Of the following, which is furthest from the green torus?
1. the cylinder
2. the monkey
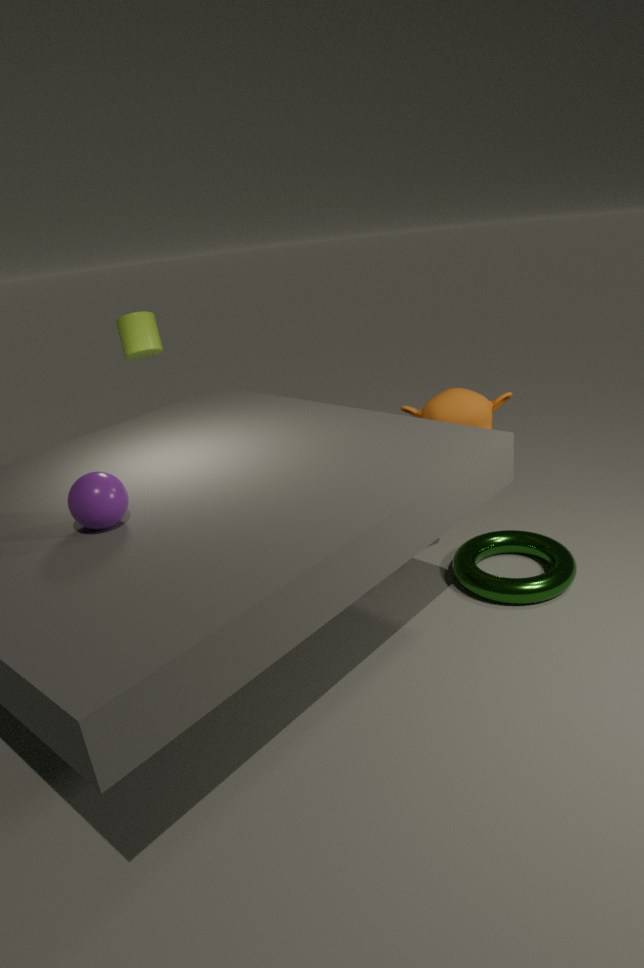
the cylinder
